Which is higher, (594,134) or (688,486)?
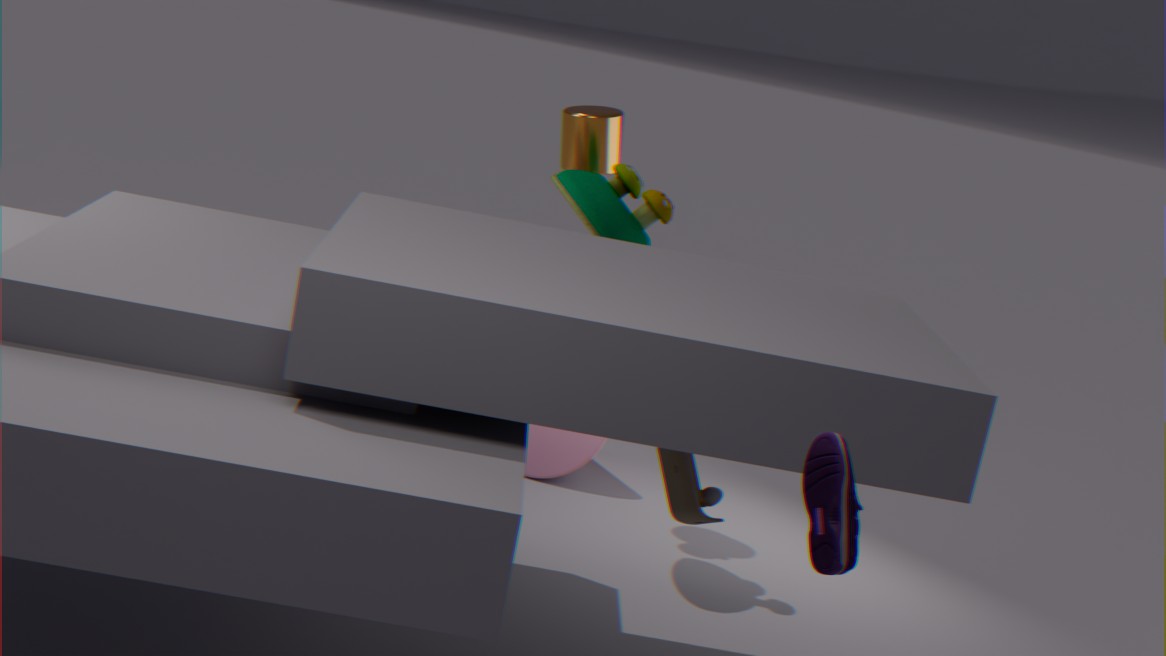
(594,134)
